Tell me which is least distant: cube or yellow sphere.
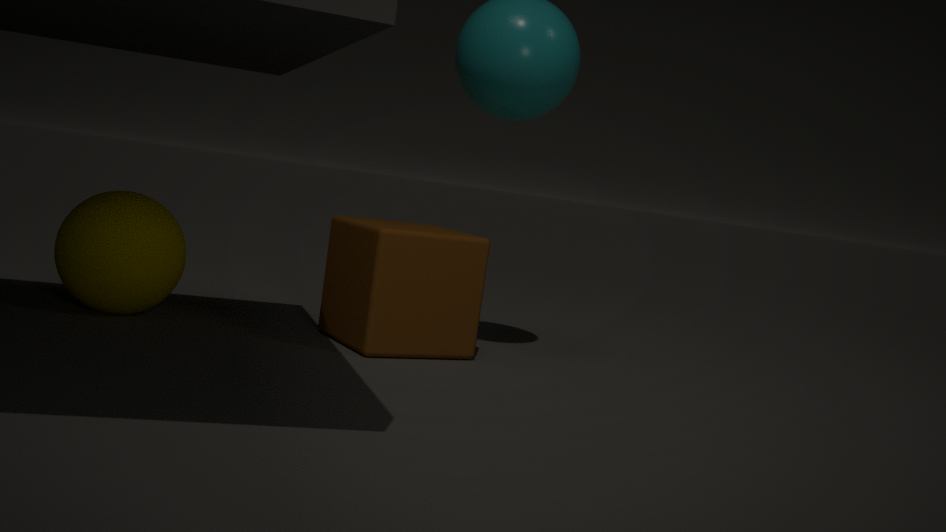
yellow sphere
